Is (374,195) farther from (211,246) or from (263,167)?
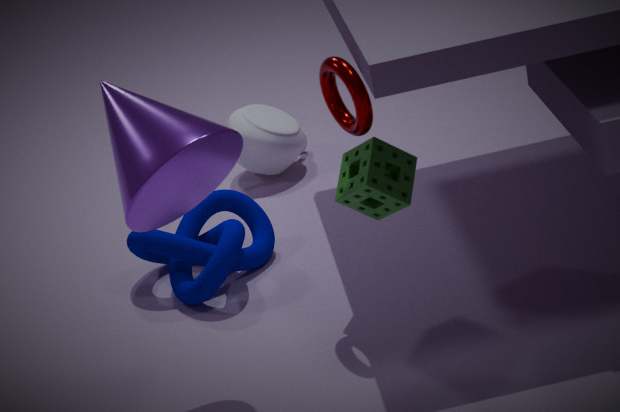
(263,167)
